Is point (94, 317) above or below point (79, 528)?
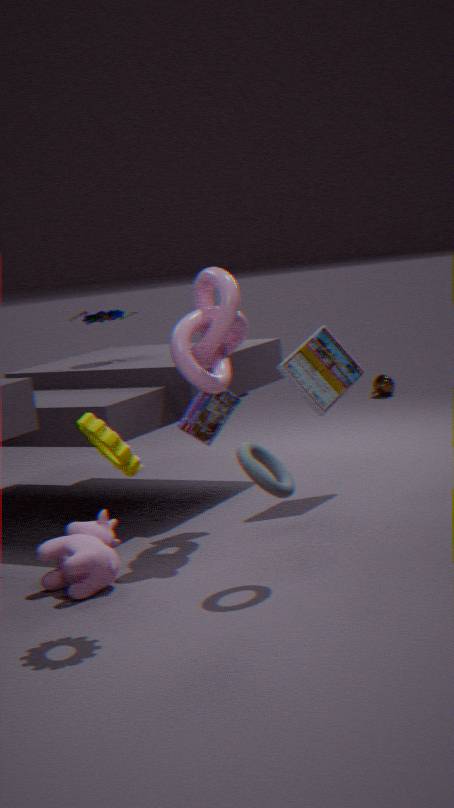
above
